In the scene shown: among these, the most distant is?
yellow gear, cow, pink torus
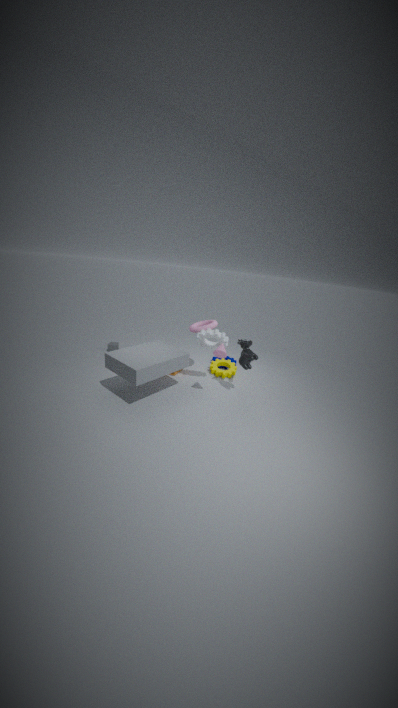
yellow gear
